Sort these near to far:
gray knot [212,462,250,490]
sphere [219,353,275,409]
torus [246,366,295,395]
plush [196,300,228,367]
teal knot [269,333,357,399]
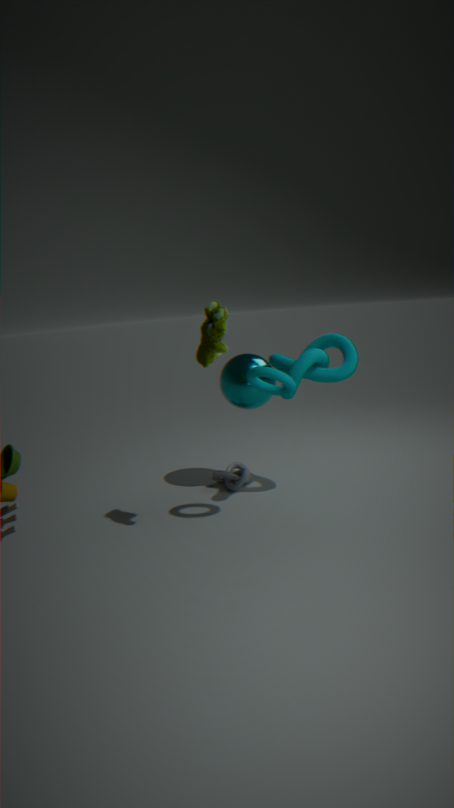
plush [196,300,228,367] → torus [246,366,295,395] → teal knot [269,333,357,399] → sphere [219,353,275,409] → gray knot [212,462,250,490]
